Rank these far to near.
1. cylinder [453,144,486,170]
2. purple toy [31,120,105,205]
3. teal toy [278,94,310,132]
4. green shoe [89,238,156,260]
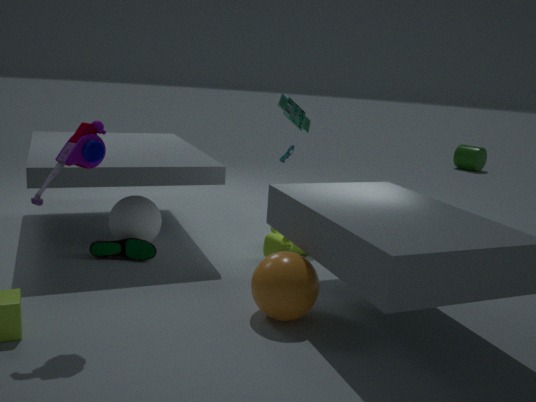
cylinder [453,144,486,170]
teal toy [278,94,310,132]
green shoe [89,238,156,260]
purple toy [31,120,105,205]
